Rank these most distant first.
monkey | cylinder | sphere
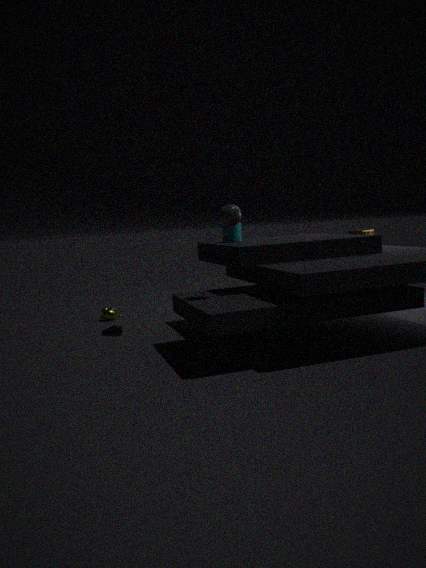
1. monkey
2. cylinder
3. sphere
